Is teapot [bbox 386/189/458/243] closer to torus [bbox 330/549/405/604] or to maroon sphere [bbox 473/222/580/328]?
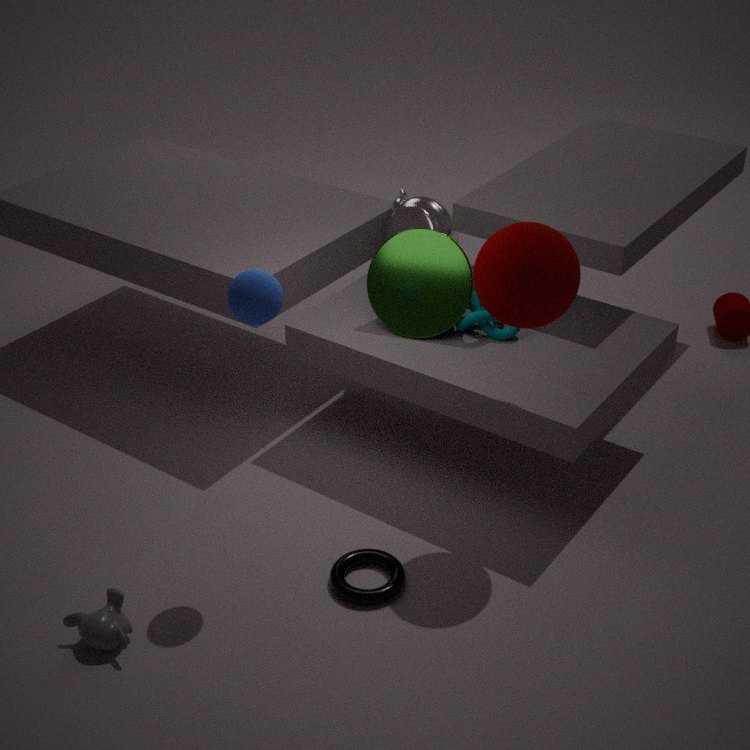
maroon sphere [bbox 473/222/580/328]
